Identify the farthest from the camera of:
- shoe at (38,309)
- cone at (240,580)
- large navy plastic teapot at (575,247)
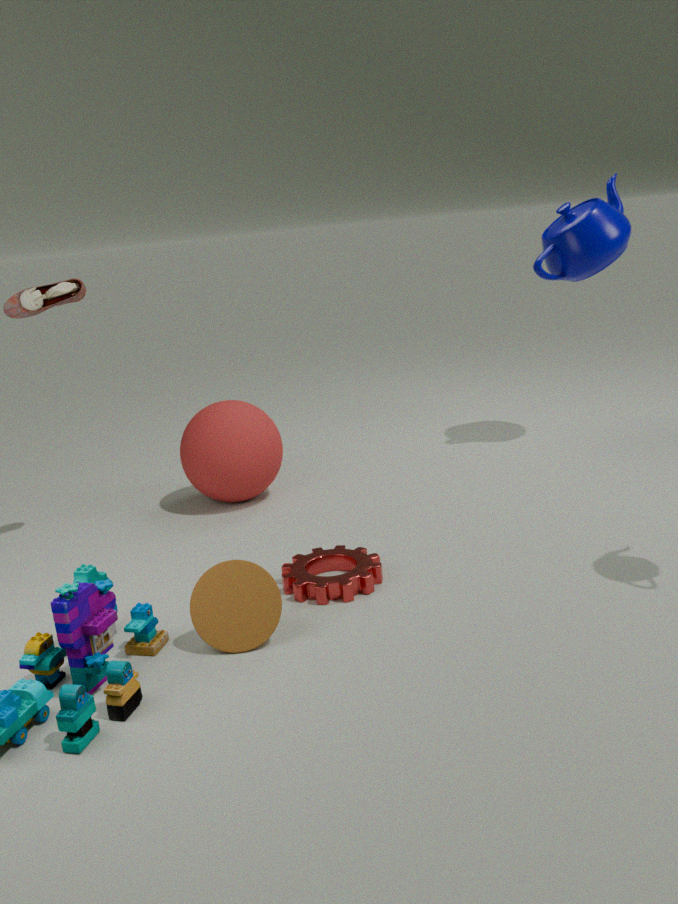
large navy plastic teapot at (575,247)
